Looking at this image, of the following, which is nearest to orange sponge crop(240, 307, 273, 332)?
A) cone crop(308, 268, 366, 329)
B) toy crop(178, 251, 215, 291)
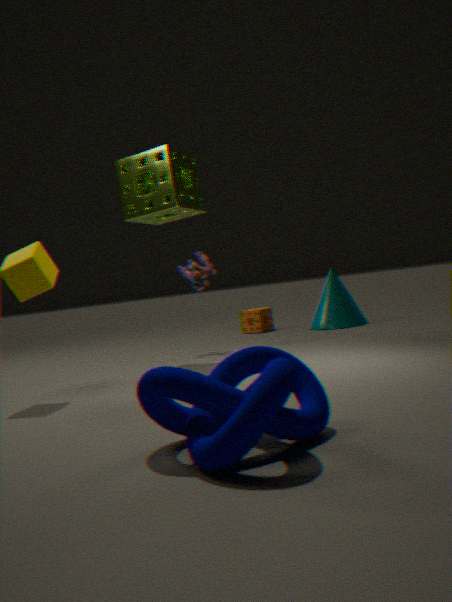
cone crop(308, 268, 366, 329)
